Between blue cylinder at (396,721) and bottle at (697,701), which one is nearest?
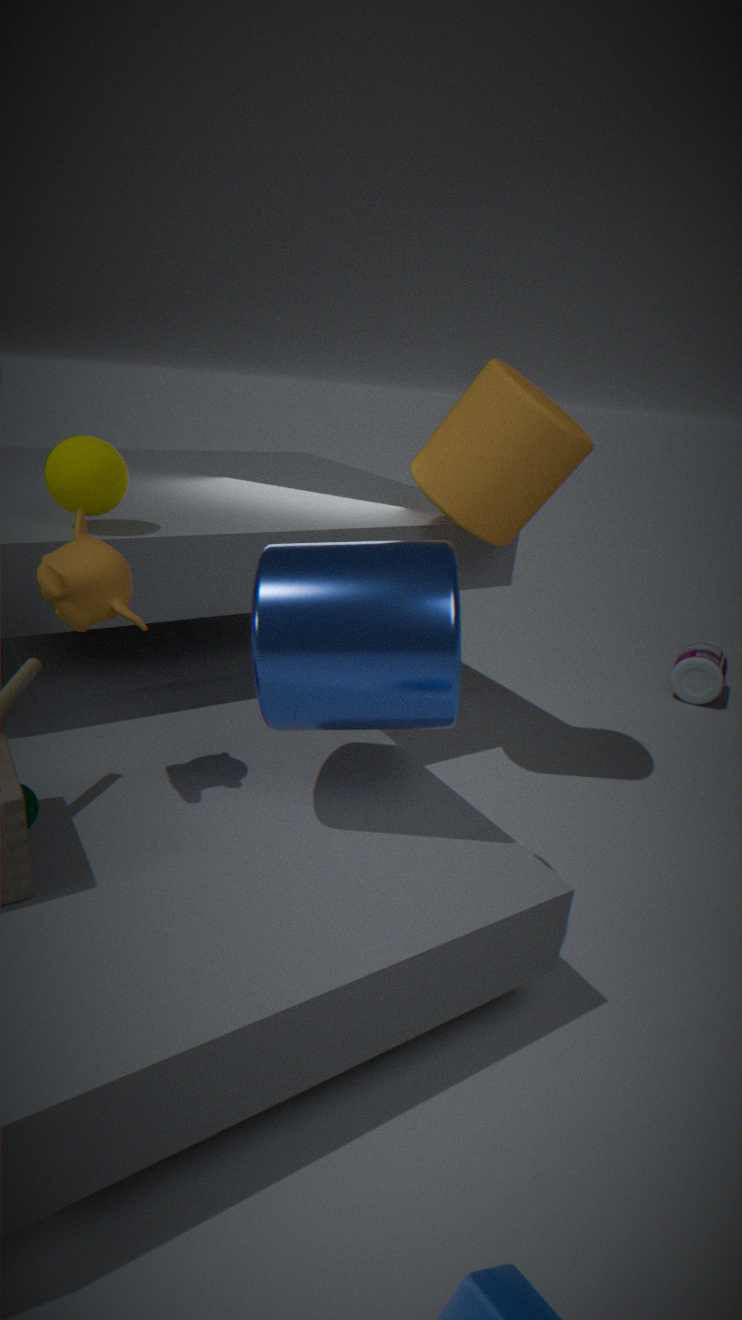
blue cylinder at (396,721)
